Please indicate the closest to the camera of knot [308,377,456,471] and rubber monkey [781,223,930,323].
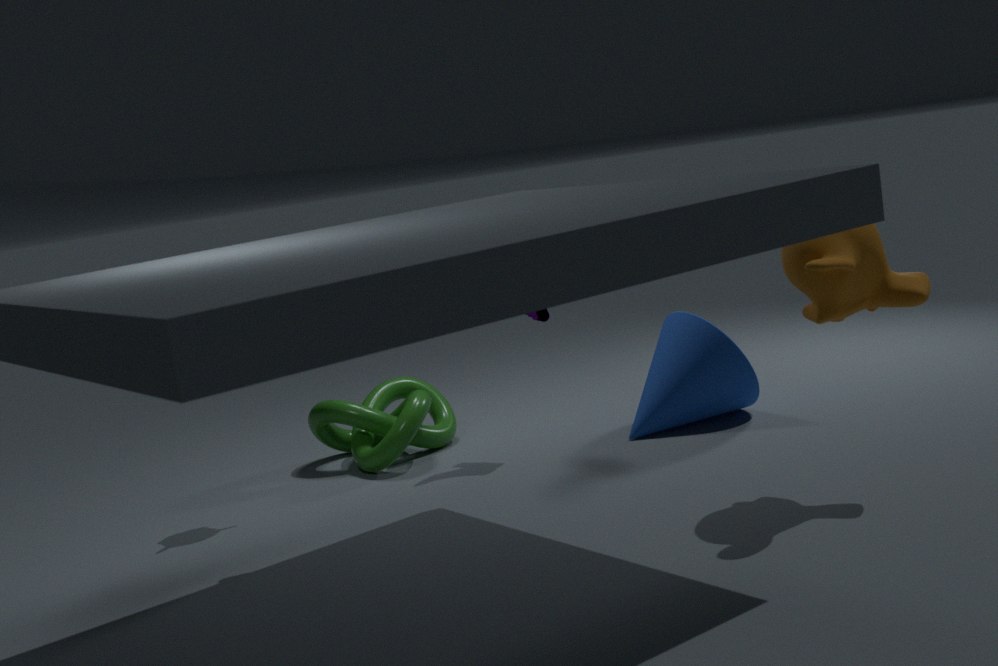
rubber monkey [781,223,930,323]
